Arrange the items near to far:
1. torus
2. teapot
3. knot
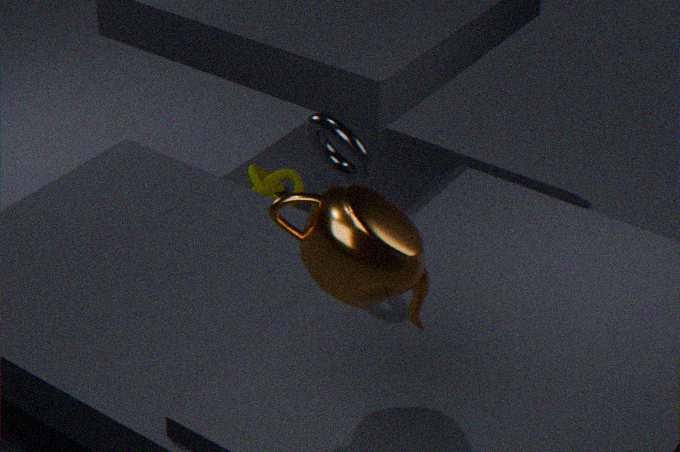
teapot → torus → knot
